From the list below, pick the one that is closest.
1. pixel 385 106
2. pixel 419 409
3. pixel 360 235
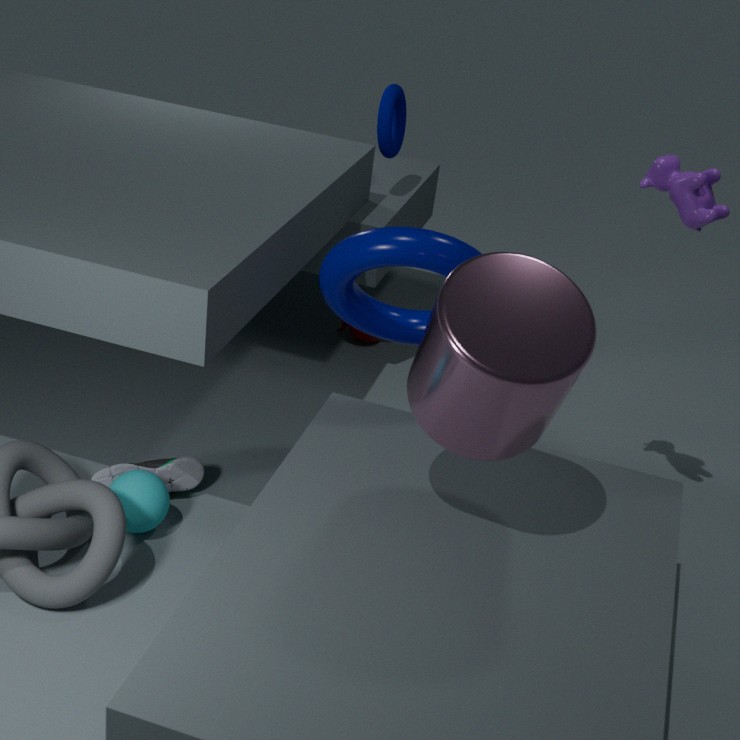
pixel 419 409
